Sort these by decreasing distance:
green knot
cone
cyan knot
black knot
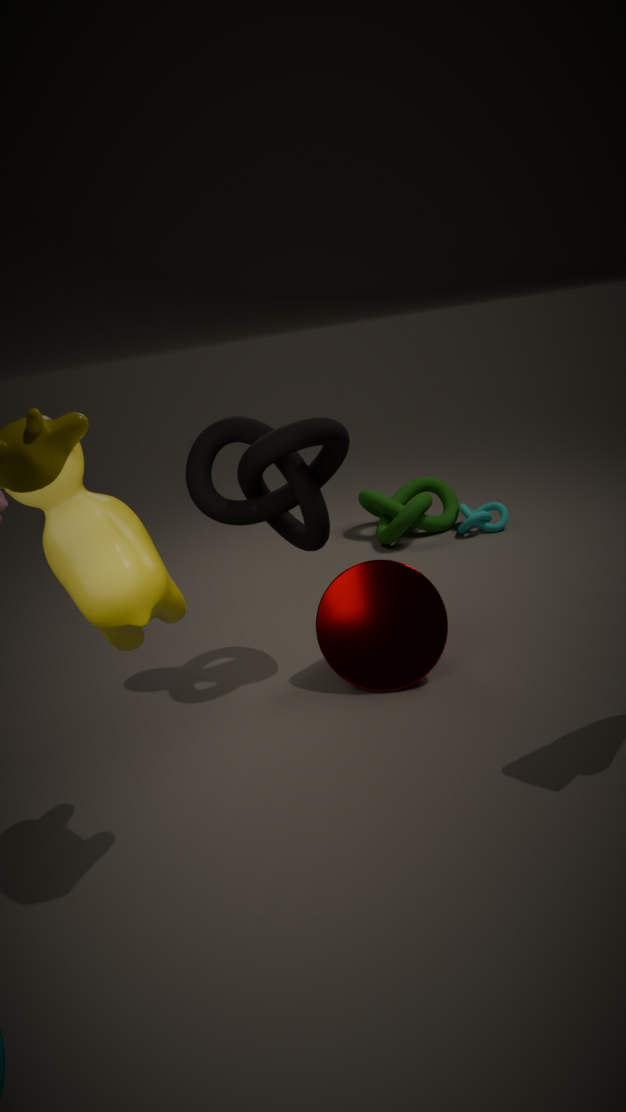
cyan knot, green knot, cone, black knot
